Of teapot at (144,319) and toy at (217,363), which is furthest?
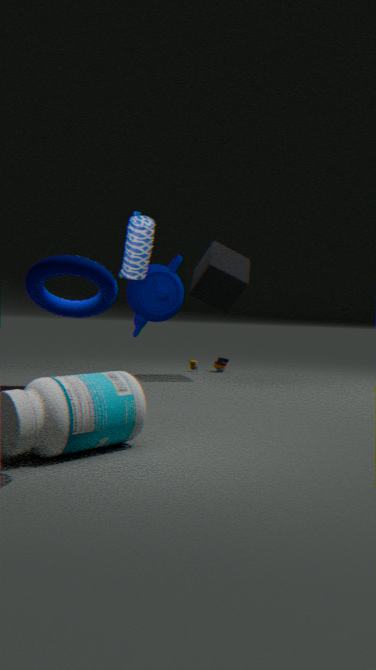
toy at (217,363)
